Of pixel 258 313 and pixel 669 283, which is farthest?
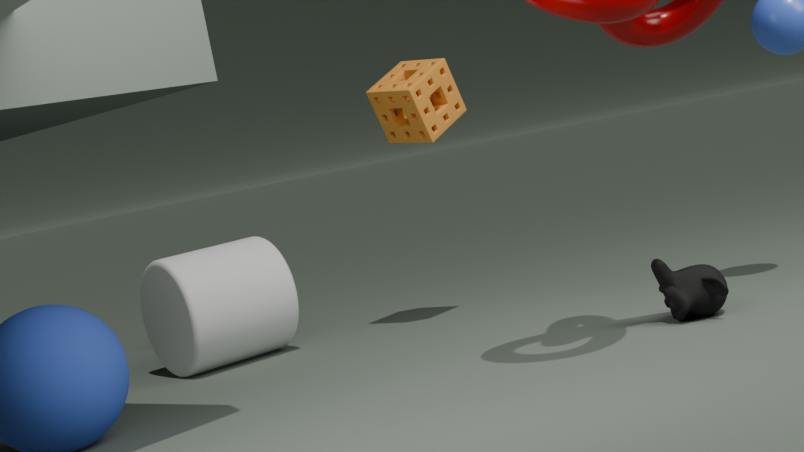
pixel 258 313
